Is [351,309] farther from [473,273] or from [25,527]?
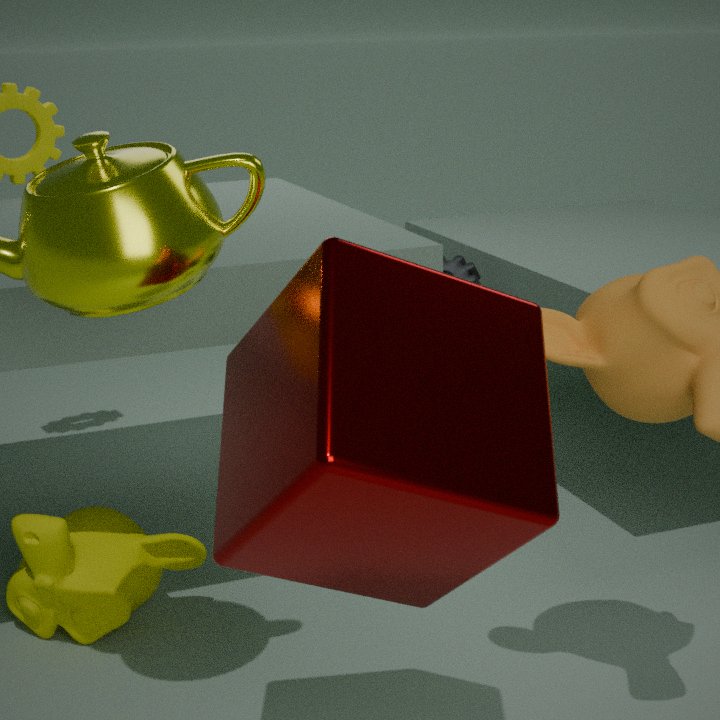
[473,273]
